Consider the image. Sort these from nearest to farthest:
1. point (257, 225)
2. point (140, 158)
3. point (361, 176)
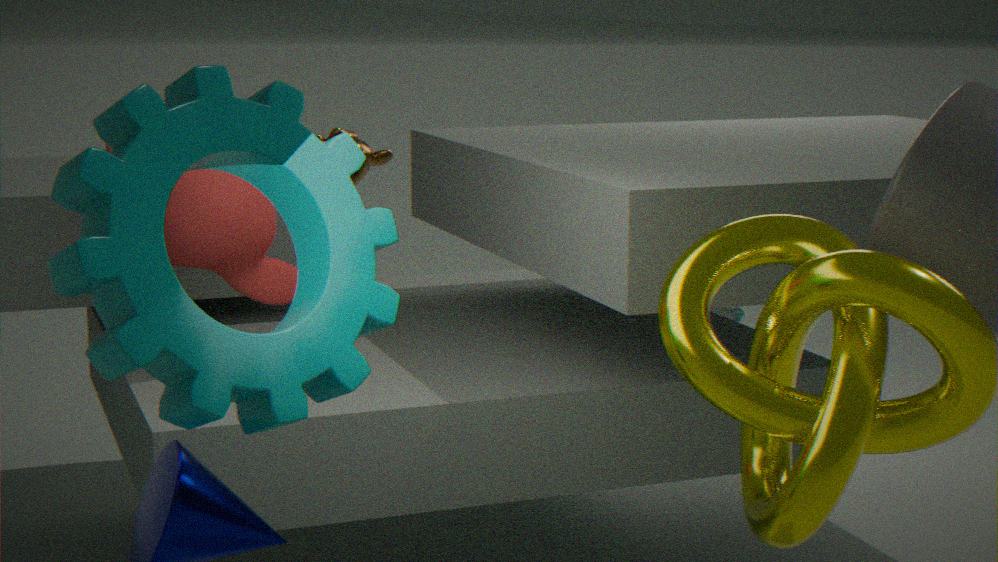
1. point (140, 158)
2. point (257, 225)
3. point (361, 176)
